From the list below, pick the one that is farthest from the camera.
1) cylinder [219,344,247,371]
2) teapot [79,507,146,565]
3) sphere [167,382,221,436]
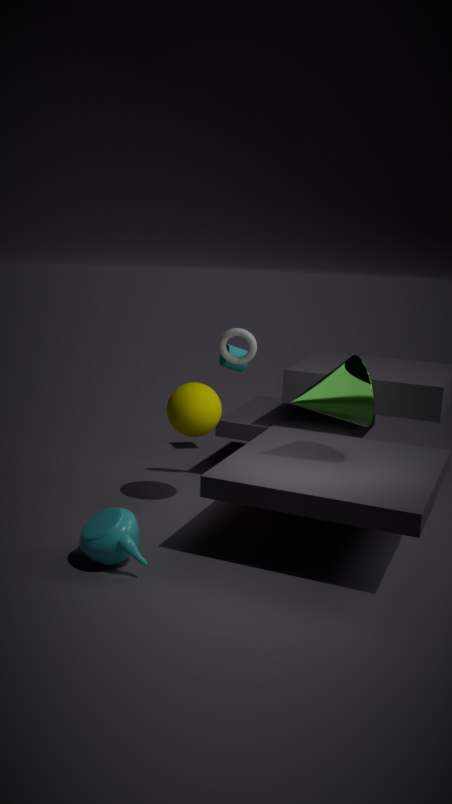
1. cylinder [219,344,247,371]
